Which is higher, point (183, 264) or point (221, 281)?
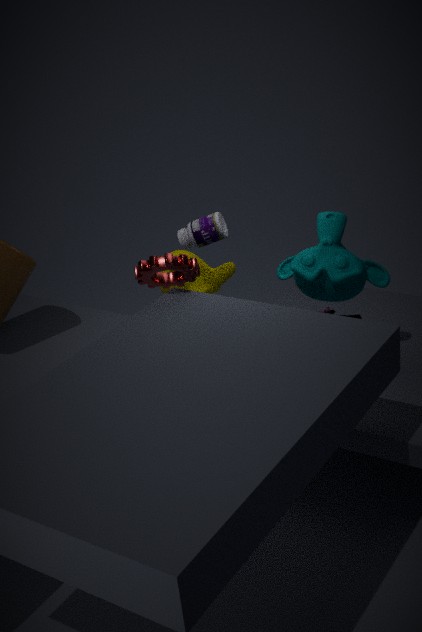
point (183, 264)
